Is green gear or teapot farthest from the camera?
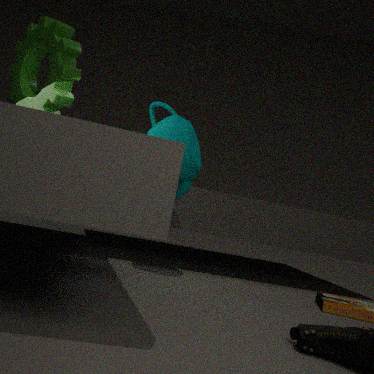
green gear
